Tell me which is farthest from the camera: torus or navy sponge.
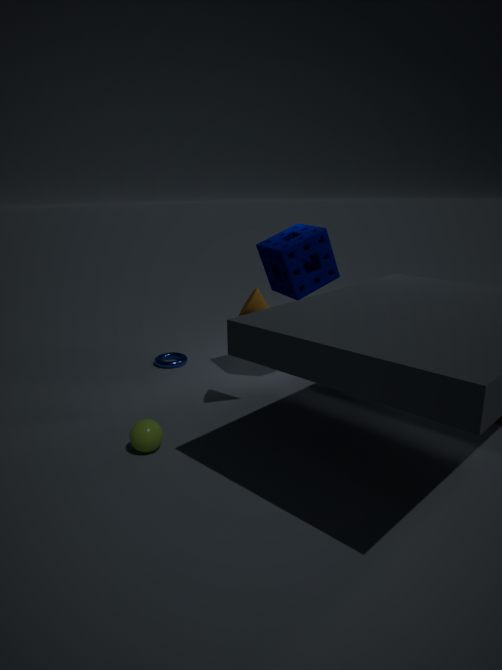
torus
